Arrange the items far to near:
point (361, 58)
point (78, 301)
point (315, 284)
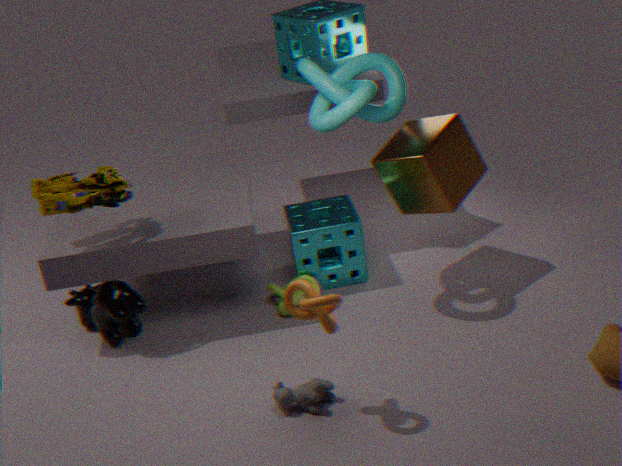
point (315, 284) → point (78, 301) → point (361, 58)
